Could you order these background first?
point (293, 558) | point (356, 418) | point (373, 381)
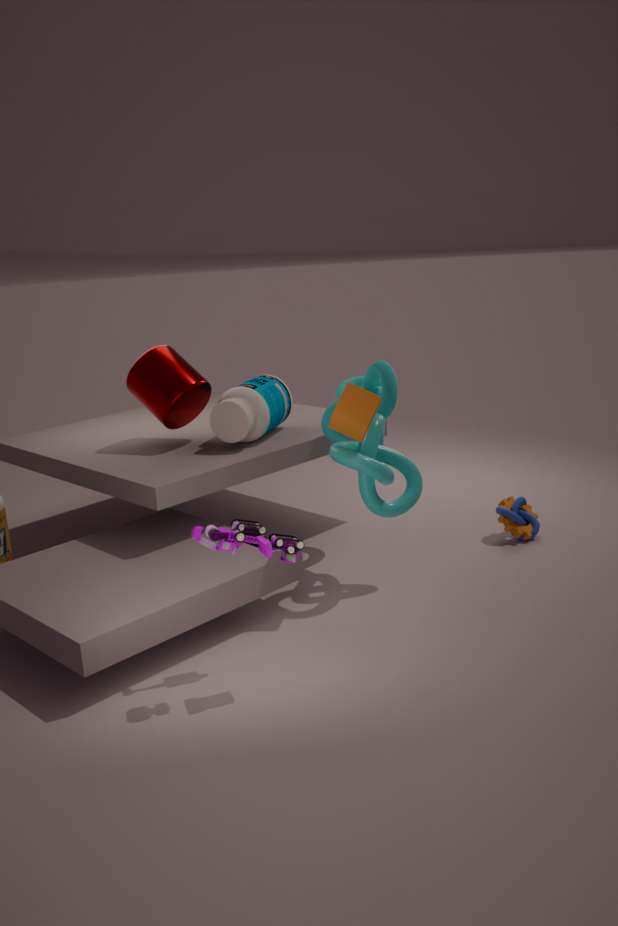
point (373, 381), point (356, 418), point (293, 558)
